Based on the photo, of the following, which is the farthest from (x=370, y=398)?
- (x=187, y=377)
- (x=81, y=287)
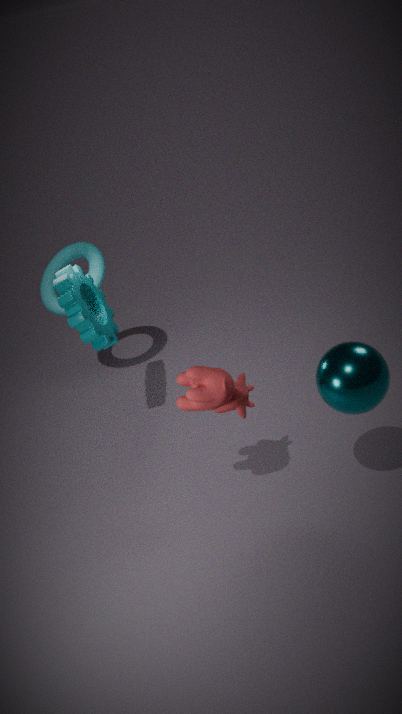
(x=81, y=287)
